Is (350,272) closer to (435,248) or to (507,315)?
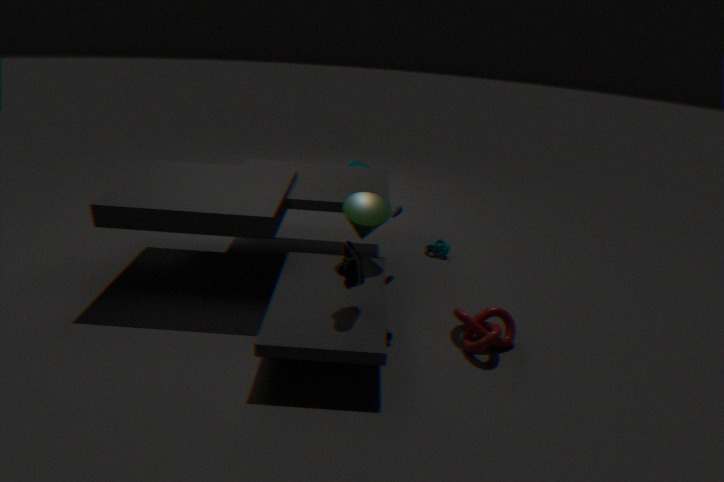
(507,315)
